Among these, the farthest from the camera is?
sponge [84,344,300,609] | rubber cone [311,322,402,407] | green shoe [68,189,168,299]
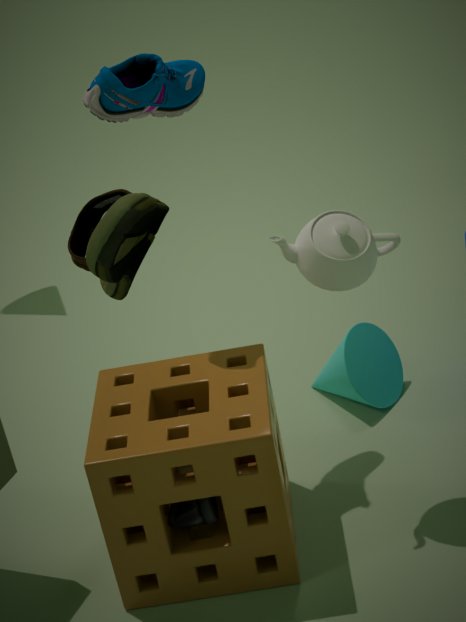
rubber cone [311,322,402,407]
